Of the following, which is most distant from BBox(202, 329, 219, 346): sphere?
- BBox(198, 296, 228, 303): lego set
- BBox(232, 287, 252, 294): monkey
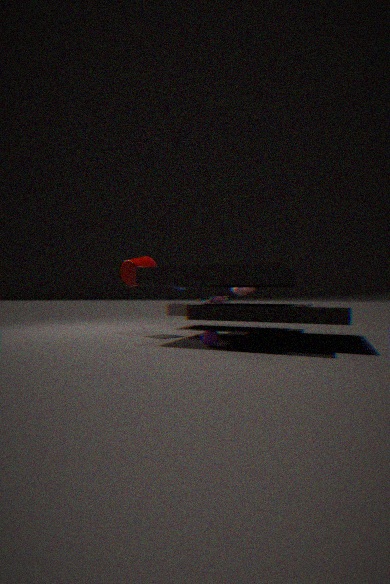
BBox(232, 287, 252, 294): monkey
